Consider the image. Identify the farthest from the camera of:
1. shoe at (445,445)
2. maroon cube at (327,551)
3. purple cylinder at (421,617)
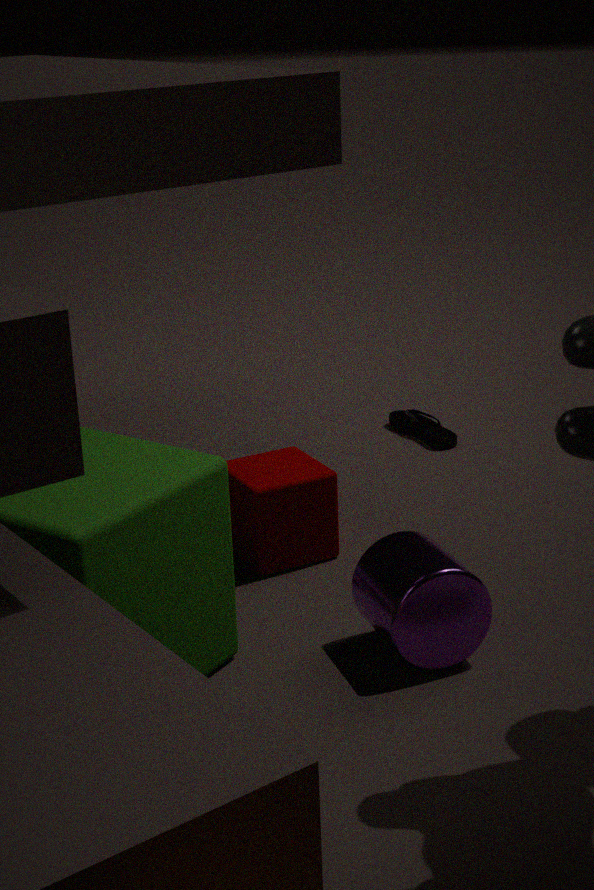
shoe at (445,445)
